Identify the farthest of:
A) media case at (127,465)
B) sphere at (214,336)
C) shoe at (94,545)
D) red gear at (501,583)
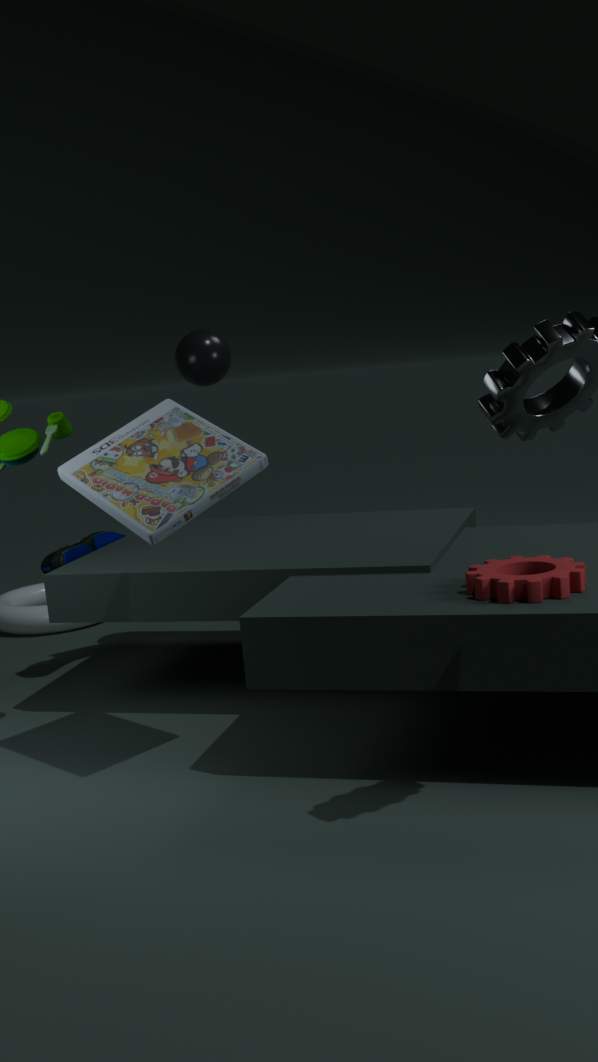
C. shoe at (94,545)
